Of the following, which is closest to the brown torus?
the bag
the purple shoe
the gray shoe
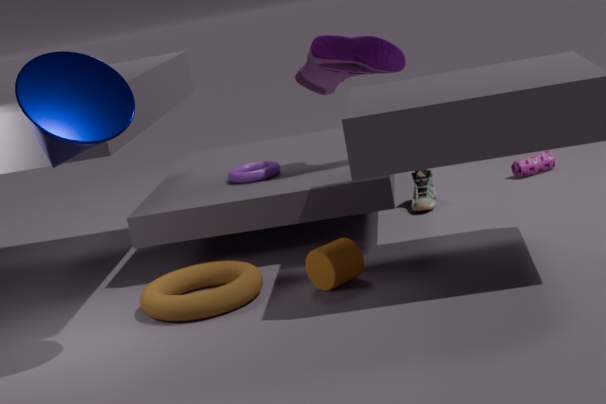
the purple shoe
